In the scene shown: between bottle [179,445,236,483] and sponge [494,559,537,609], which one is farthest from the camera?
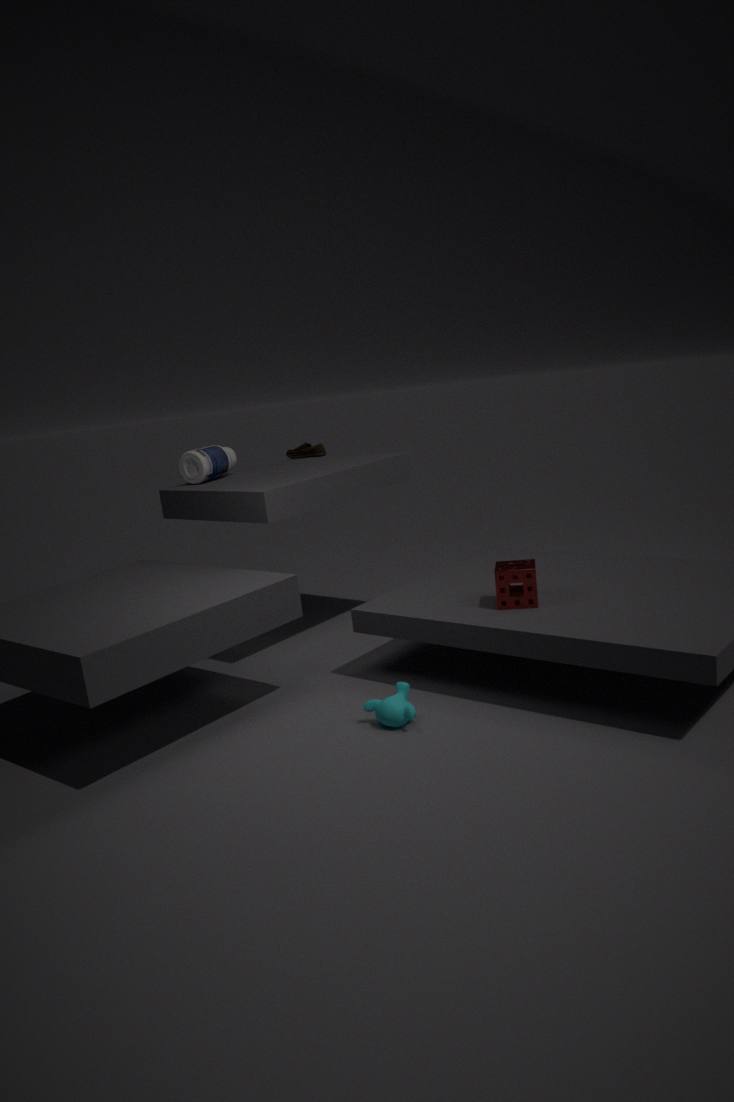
bottle [179,445,236,483]
